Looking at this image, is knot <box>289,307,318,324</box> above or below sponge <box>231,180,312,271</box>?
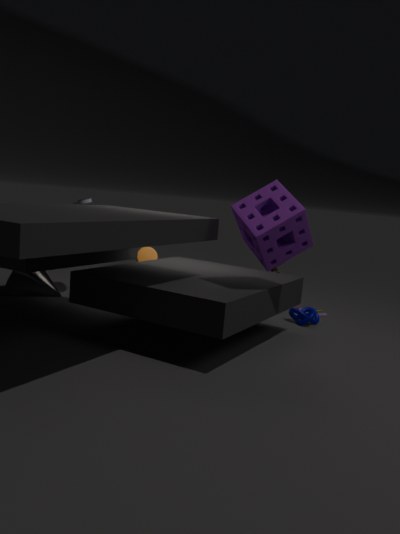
below
